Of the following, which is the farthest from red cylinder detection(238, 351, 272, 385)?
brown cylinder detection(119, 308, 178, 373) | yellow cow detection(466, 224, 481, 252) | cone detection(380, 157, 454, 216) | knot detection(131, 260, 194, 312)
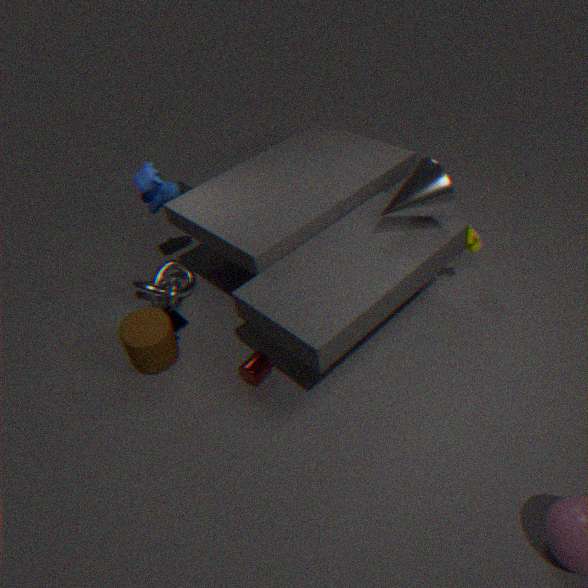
yellow cow detection(466, 224, 481, 252)
